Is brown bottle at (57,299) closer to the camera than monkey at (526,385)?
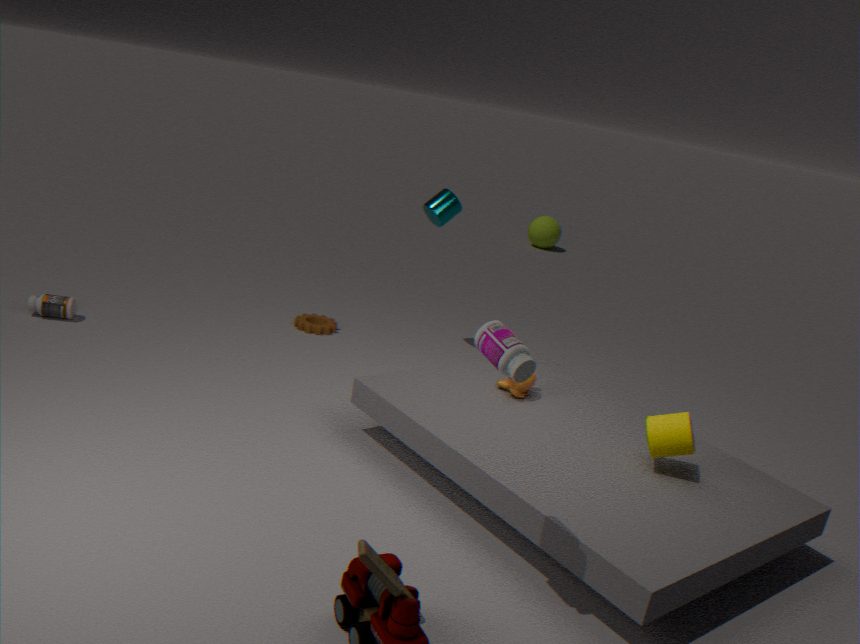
No
